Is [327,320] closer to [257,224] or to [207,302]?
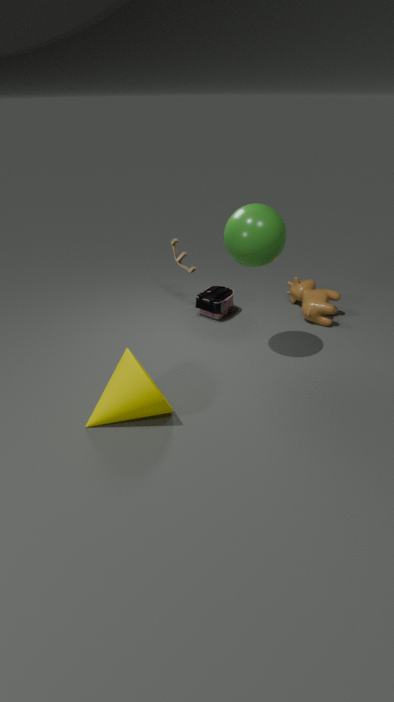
[207,302]
